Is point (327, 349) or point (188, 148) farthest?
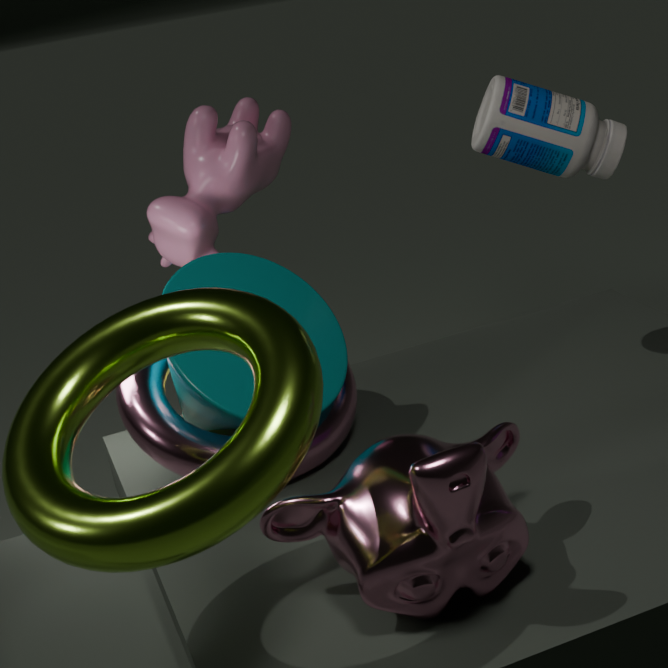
point (188, 148)
